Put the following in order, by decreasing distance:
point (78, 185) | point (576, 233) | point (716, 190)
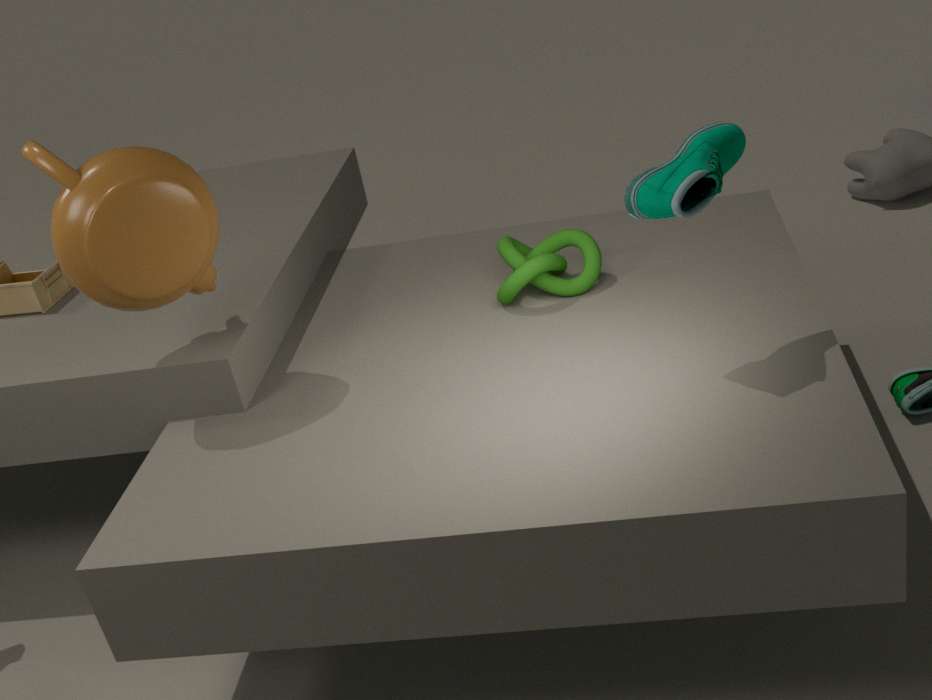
point (576, 233) → point (78, 185) → point (716, 190)
